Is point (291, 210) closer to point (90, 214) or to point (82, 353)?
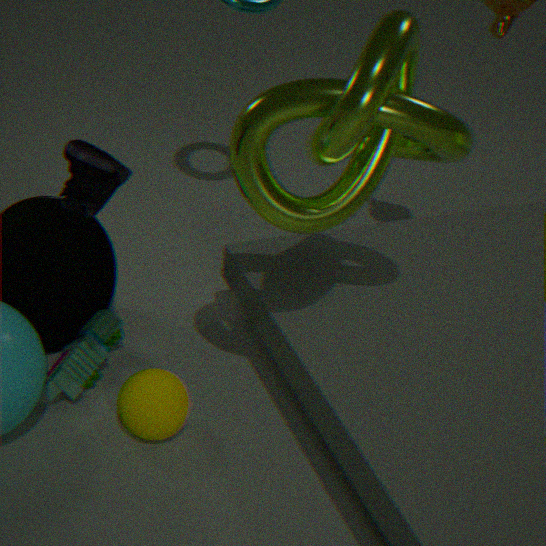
point (90, 214)
